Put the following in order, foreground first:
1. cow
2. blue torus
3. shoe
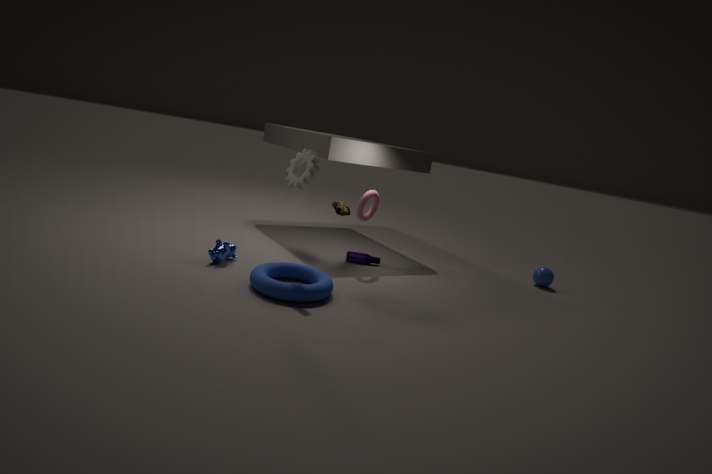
blue torus < cow < shoe
